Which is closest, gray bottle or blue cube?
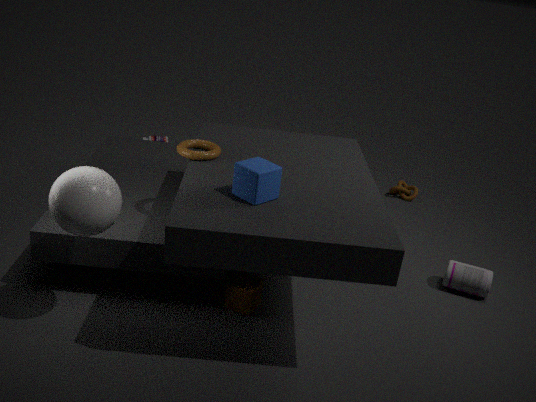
blue cube
